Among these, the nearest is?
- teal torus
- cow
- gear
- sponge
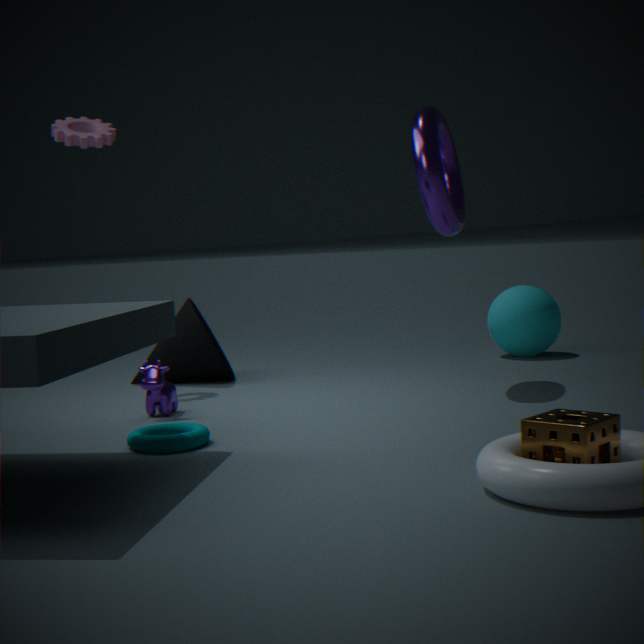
sponge
